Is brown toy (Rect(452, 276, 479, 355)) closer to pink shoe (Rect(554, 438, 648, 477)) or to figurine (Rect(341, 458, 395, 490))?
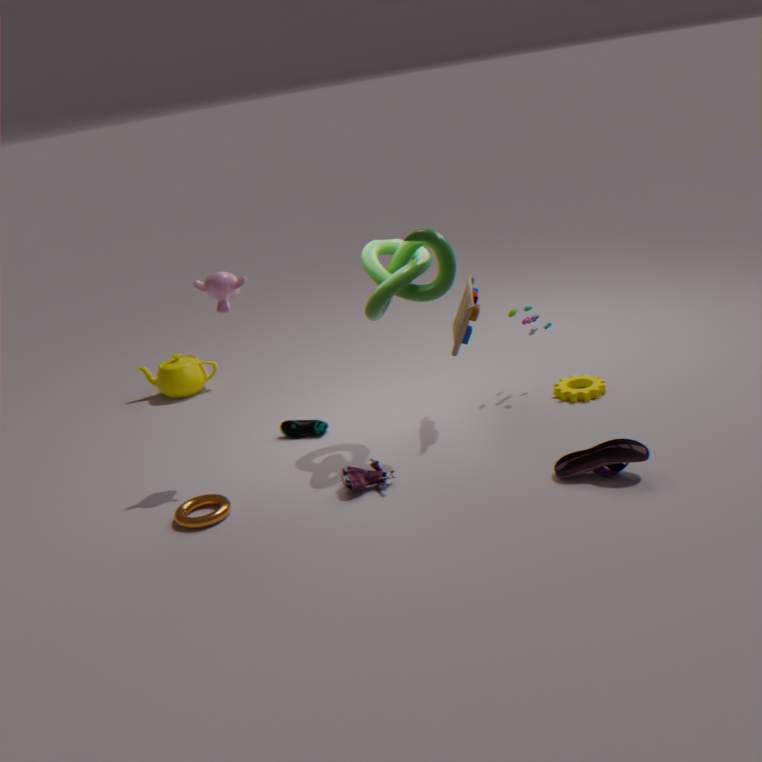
figurine (Rect(341, 458, 395, 490))
